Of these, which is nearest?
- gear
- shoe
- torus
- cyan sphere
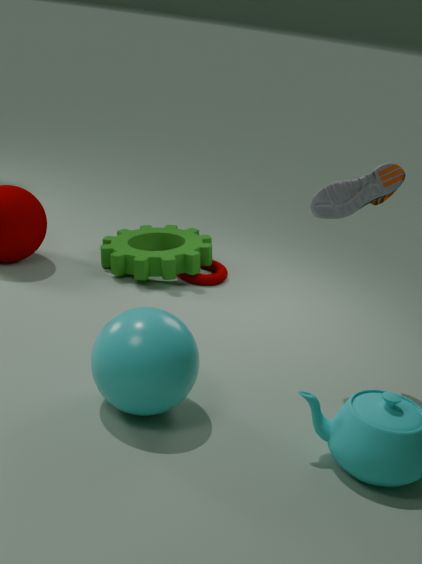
cyan sphere
